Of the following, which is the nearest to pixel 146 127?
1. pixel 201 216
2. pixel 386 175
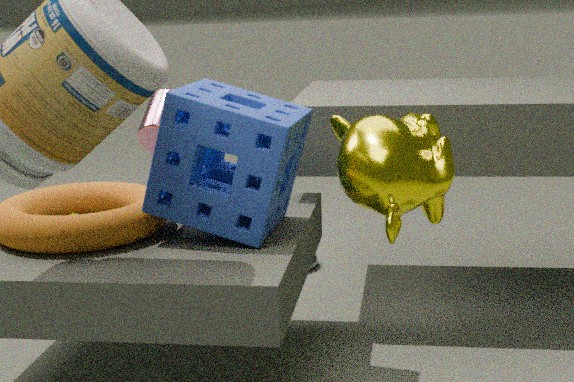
pixel 201 216
